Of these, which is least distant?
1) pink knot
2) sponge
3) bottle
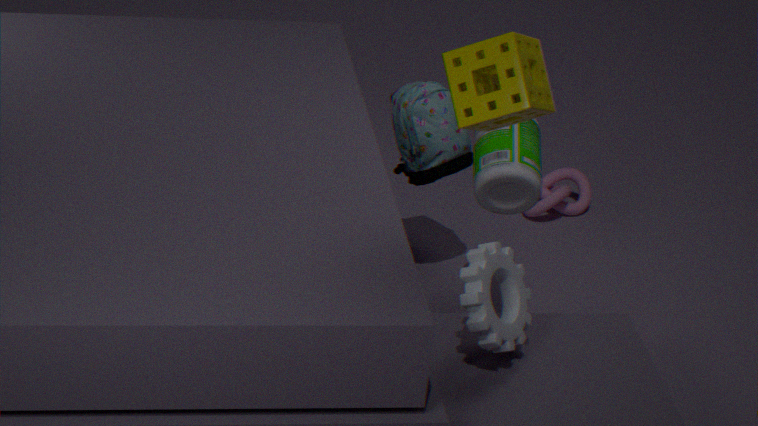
2. sponge
